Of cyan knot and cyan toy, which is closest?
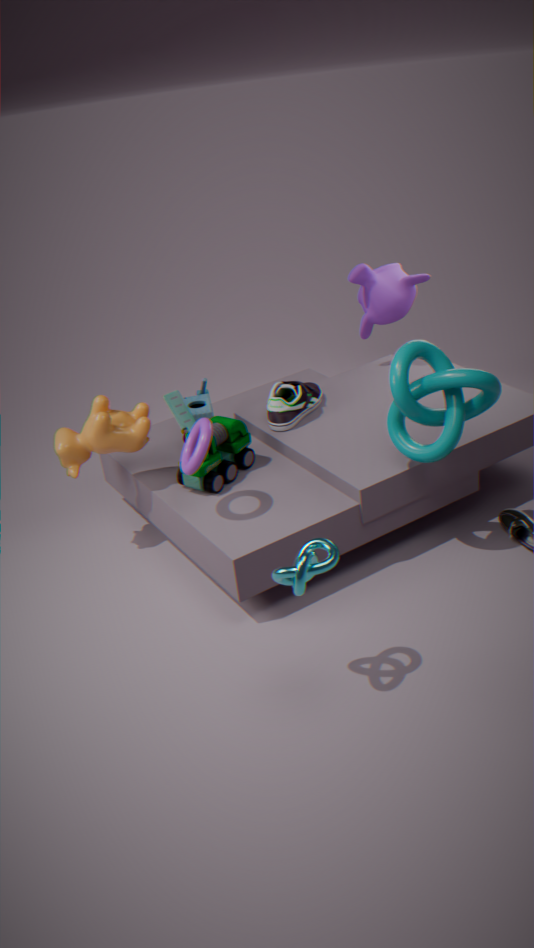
cyan knot
